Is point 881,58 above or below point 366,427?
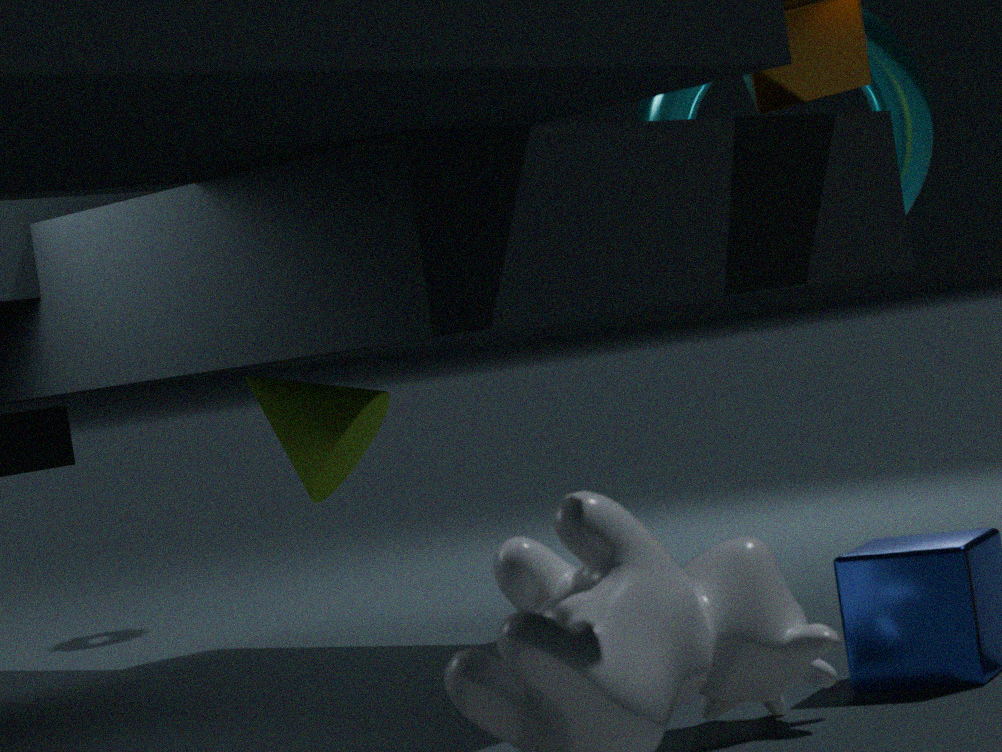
above
